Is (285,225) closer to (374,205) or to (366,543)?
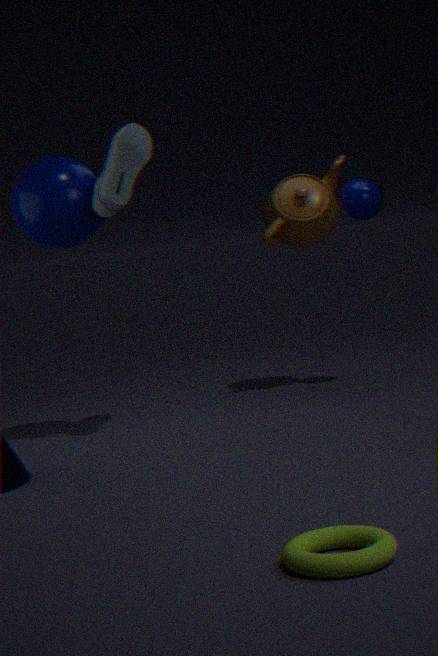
(374,205)
